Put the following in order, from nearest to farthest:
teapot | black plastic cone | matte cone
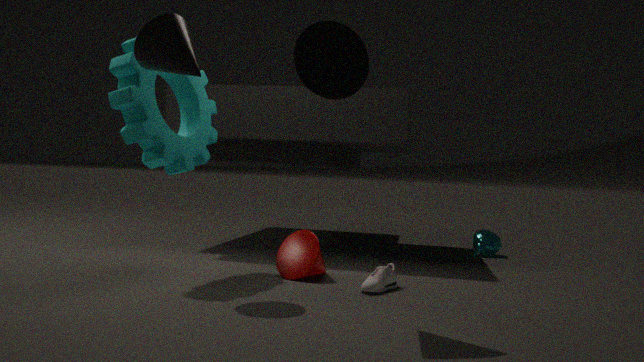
matte cone < black plastic cone < teapot
